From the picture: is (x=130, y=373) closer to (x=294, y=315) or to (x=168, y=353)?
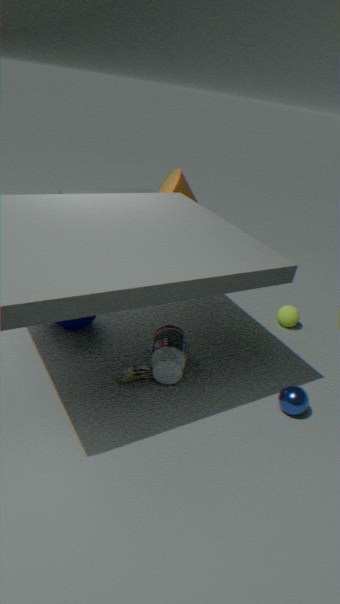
(x=168, y=353)
